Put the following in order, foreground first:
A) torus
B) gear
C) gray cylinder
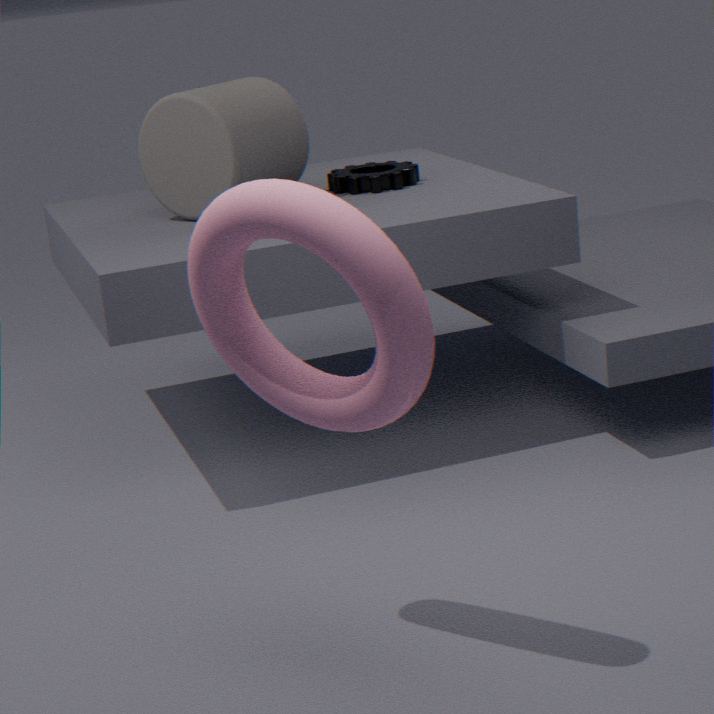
1. torus
2. gray cylinder
3. gear
